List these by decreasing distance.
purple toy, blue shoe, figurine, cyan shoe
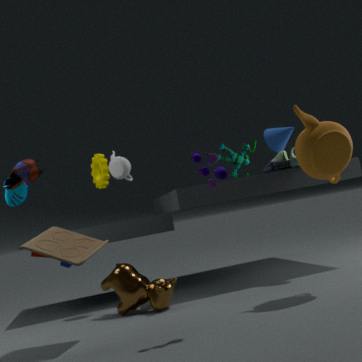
figurine
cyan shoe
blue shoe
purple toy
